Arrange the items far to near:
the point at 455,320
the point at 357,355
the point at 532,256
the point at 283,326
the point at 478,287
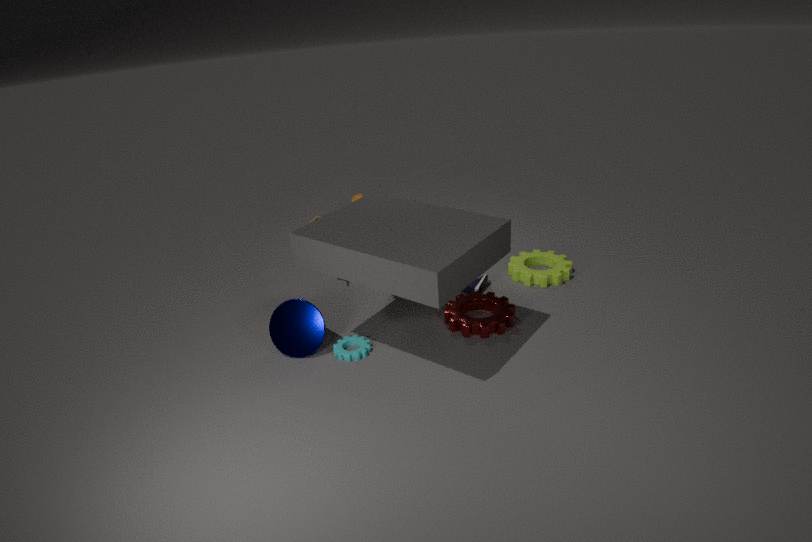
the point at 532,256 → the point at 478,287 → the point at 455,320 → the point at 283,326 → the point at 357,355
